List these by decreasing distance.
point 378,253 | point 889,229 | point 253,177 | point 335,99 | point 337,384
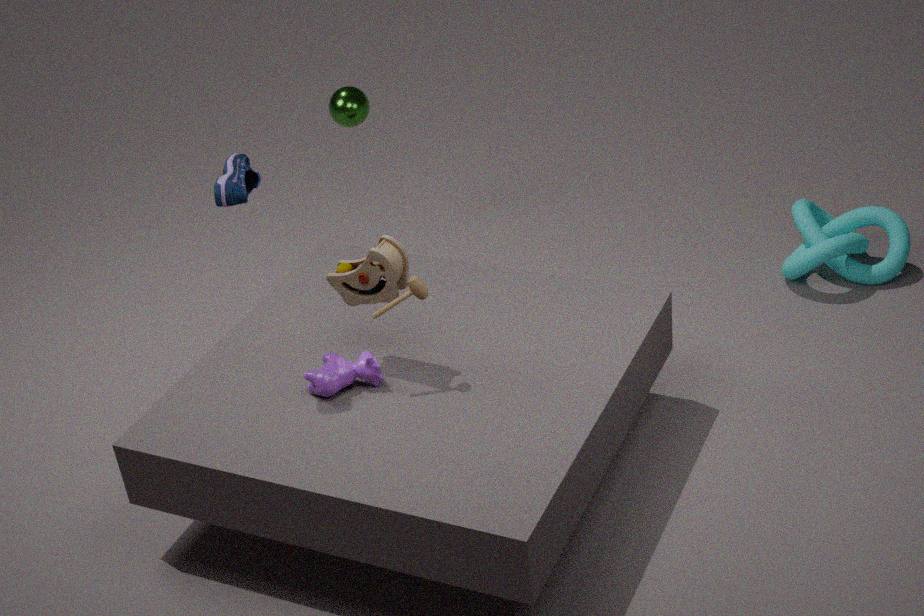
point 335,99, point 889,229, point 337,384, point 253,177, point 378,253
